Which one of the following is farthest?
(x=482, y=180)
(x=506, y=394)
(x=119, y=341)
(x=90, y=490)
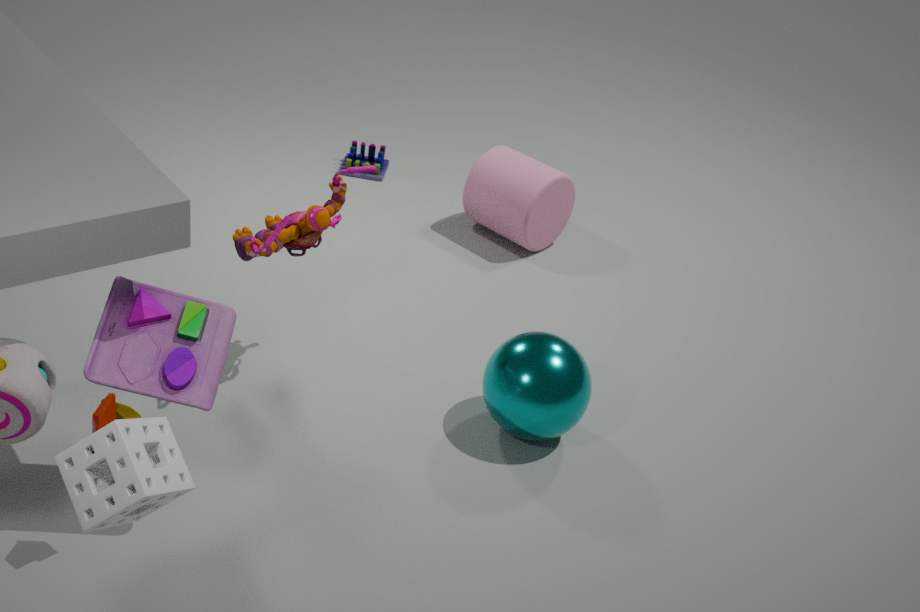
(x=482, y=180)
